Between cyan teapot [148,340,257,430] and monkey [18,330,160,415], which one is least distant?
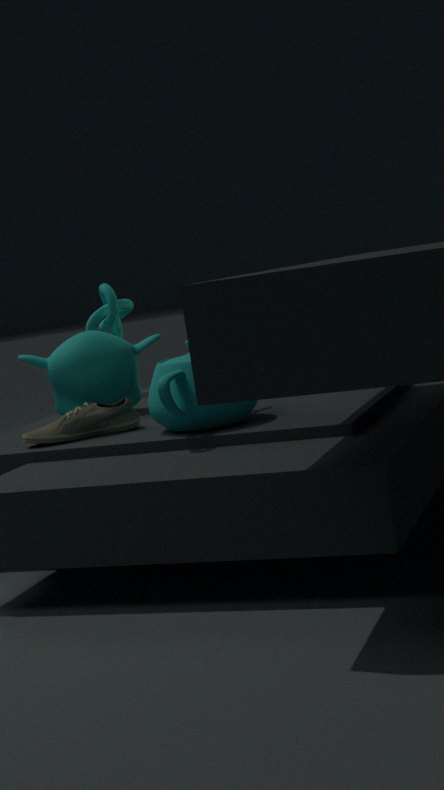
cyan teapot [148,340,257,430]
